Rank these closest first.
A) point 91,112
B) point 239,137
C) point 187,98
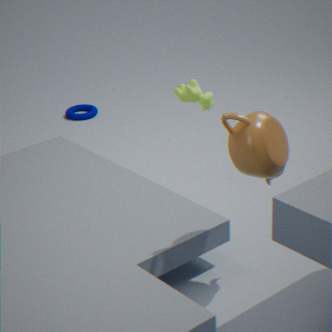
point 239,137 < point 187,98 < point 91,112
